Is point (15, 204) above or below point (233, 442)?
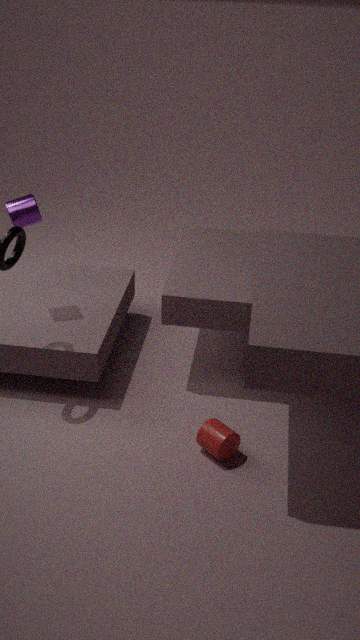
above
